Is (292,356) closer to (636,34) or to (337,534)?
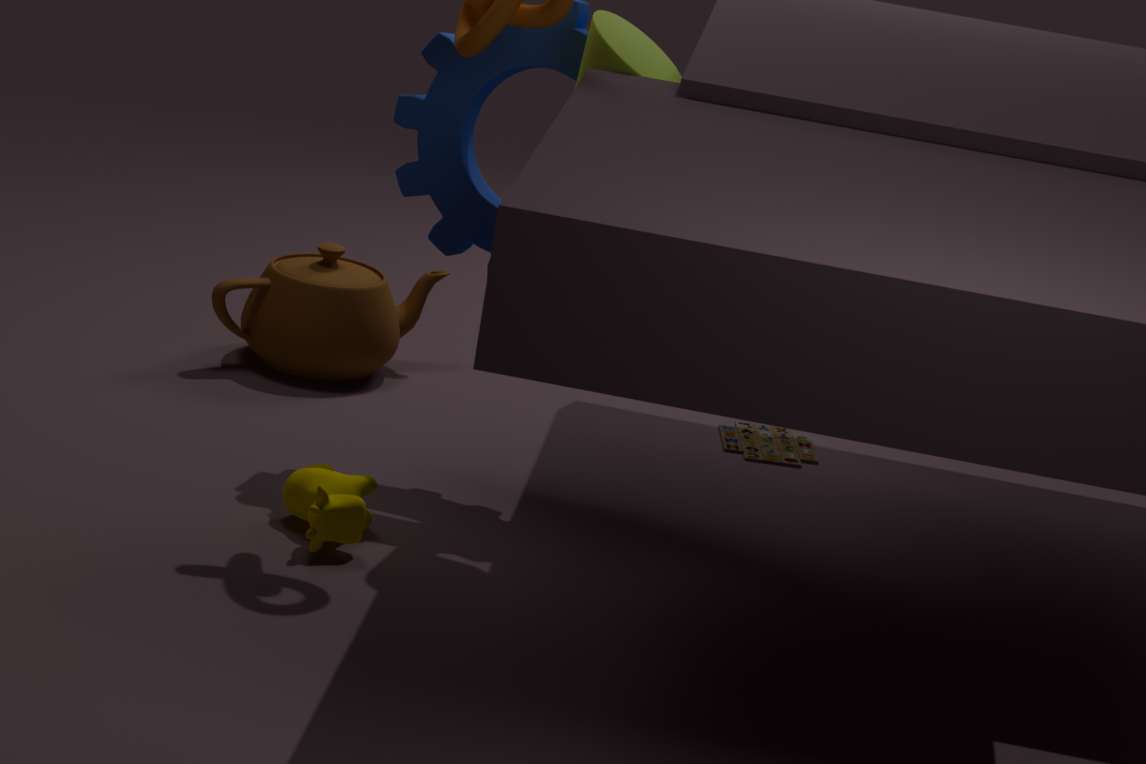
(337,534)
